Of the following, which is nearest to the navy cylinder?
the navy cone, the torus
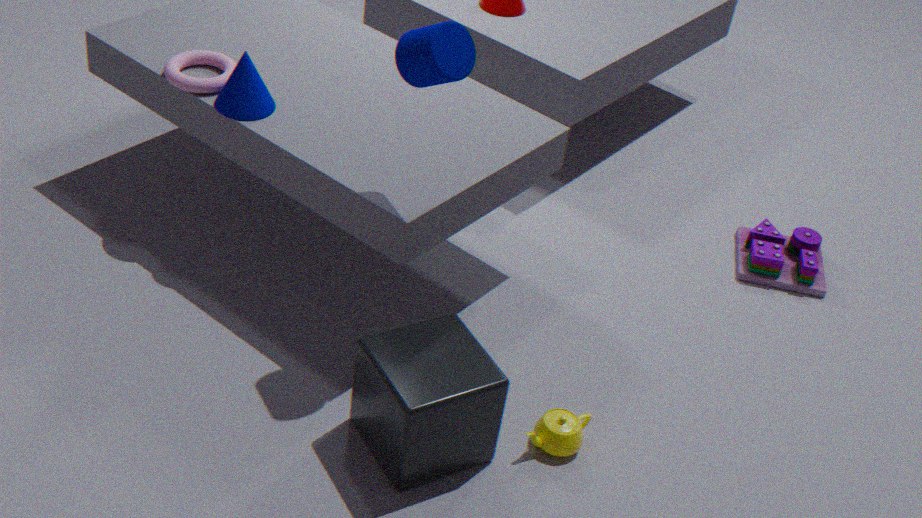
the navy cone
